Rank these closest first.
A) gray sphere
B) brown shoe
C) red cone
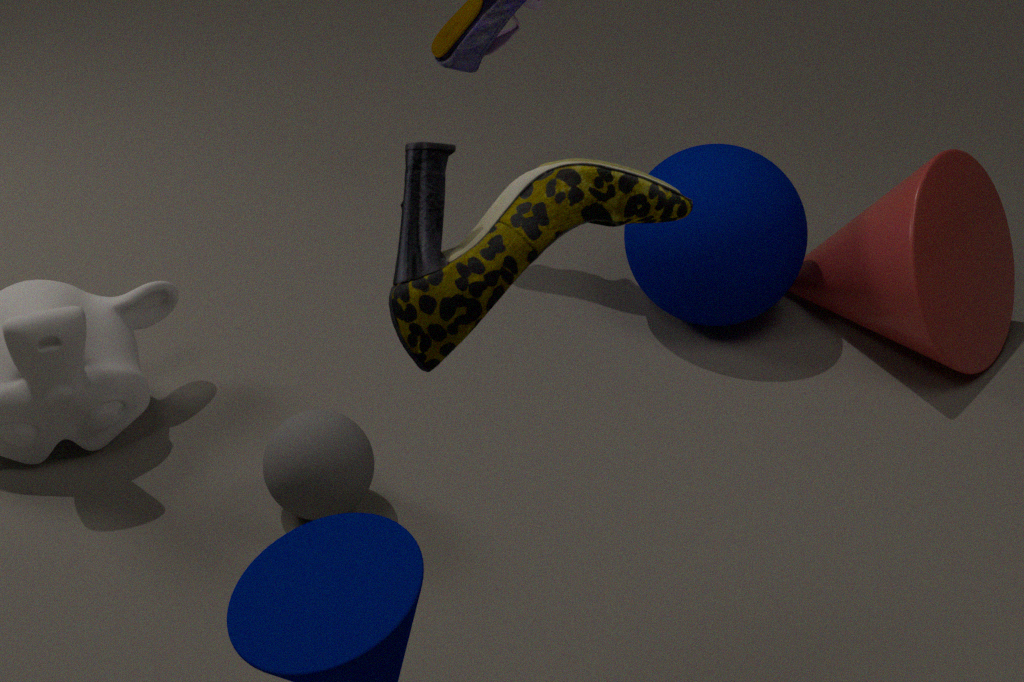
brown shoe < gray sphere < red cone
